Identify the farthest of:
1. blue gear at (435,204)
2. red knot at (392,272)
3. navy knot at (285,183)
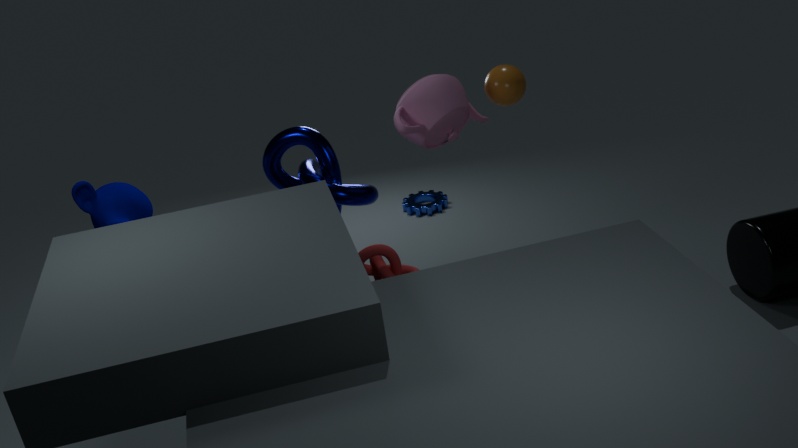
blue gear at (435,204)
